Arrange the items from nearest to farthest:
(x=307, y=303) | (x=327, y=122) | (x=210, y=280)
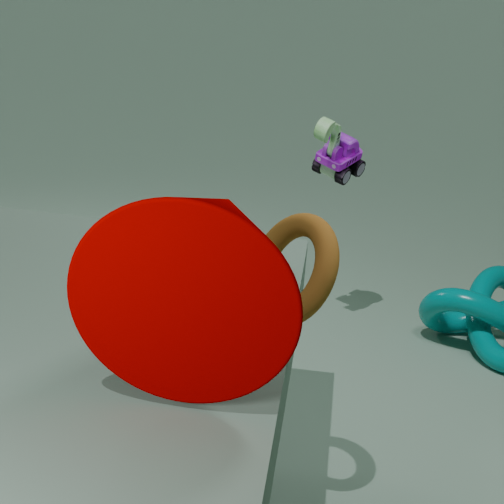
1. (x=210, y=280)
2. (x=307, y=303)
3. (x=327, y=122)
